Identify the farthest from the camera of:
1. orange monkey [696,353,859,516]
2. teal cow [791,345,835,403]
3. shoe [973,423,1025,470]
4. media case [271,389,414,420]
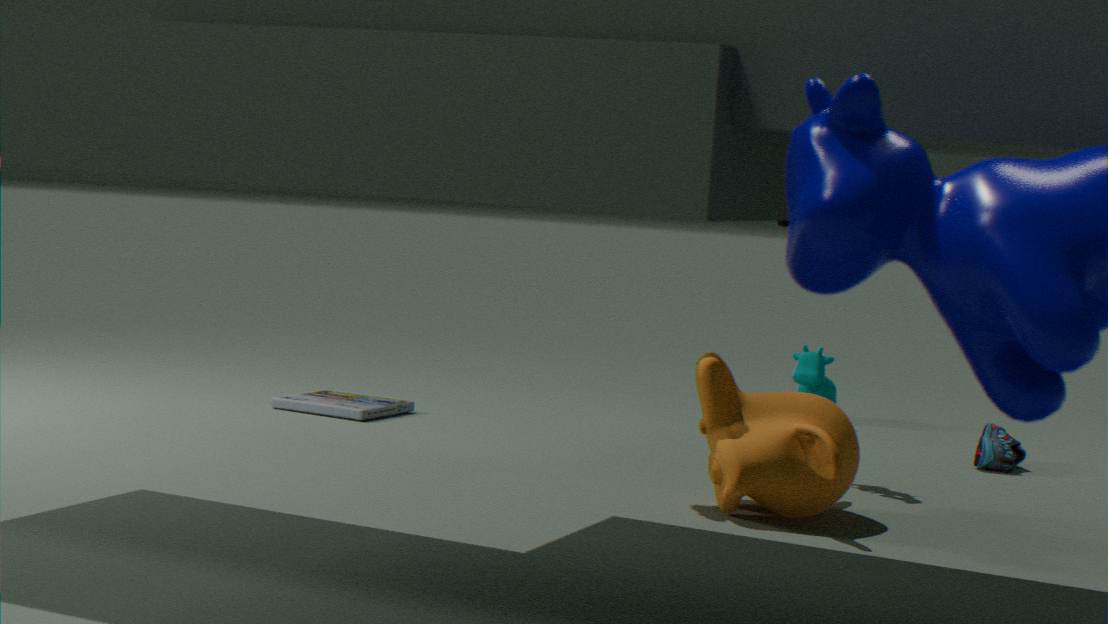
teal cow [791,345,835,403]
